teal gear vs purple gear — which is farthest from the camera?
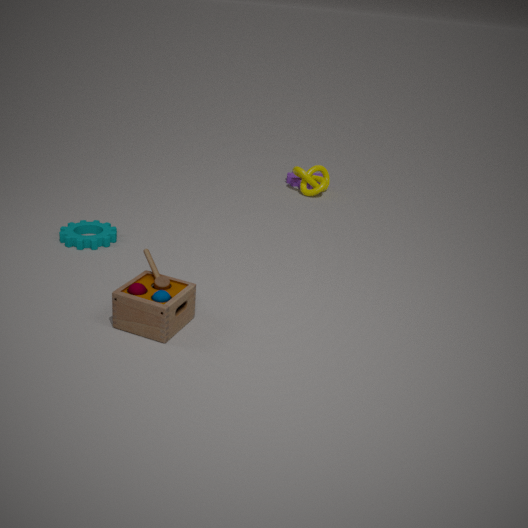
purple gear
